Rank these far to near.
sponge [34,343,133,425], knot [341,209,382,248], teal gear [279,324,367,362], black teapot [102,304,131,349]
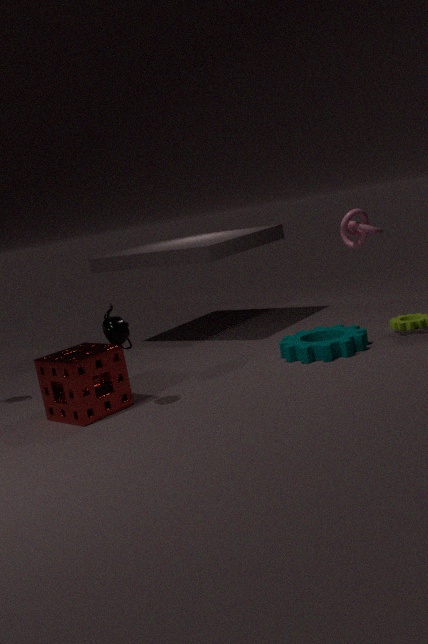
teal gear [279,324,367,362]
knot [341,209,382,248]
sponge [34,343,133,425]
black teapot [102,304,131,349]
